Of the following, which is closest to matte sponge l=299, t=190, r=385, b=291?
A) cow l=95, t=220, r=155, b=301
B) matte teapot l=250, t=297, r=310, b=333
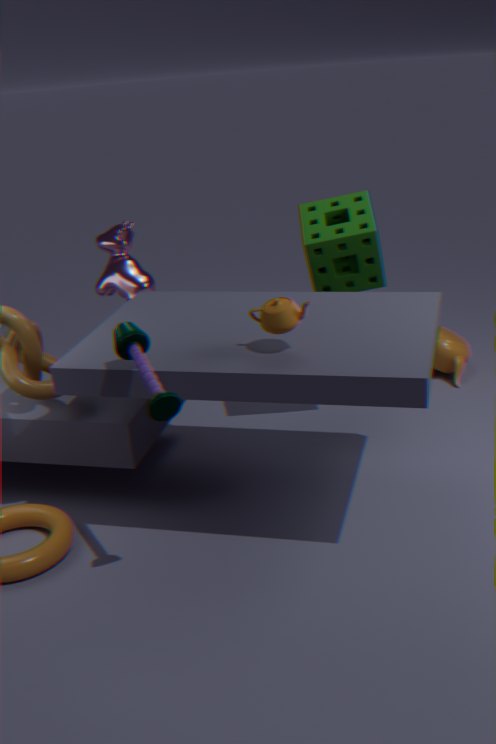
matte teapot l=250, t=297, r=310, b=333
